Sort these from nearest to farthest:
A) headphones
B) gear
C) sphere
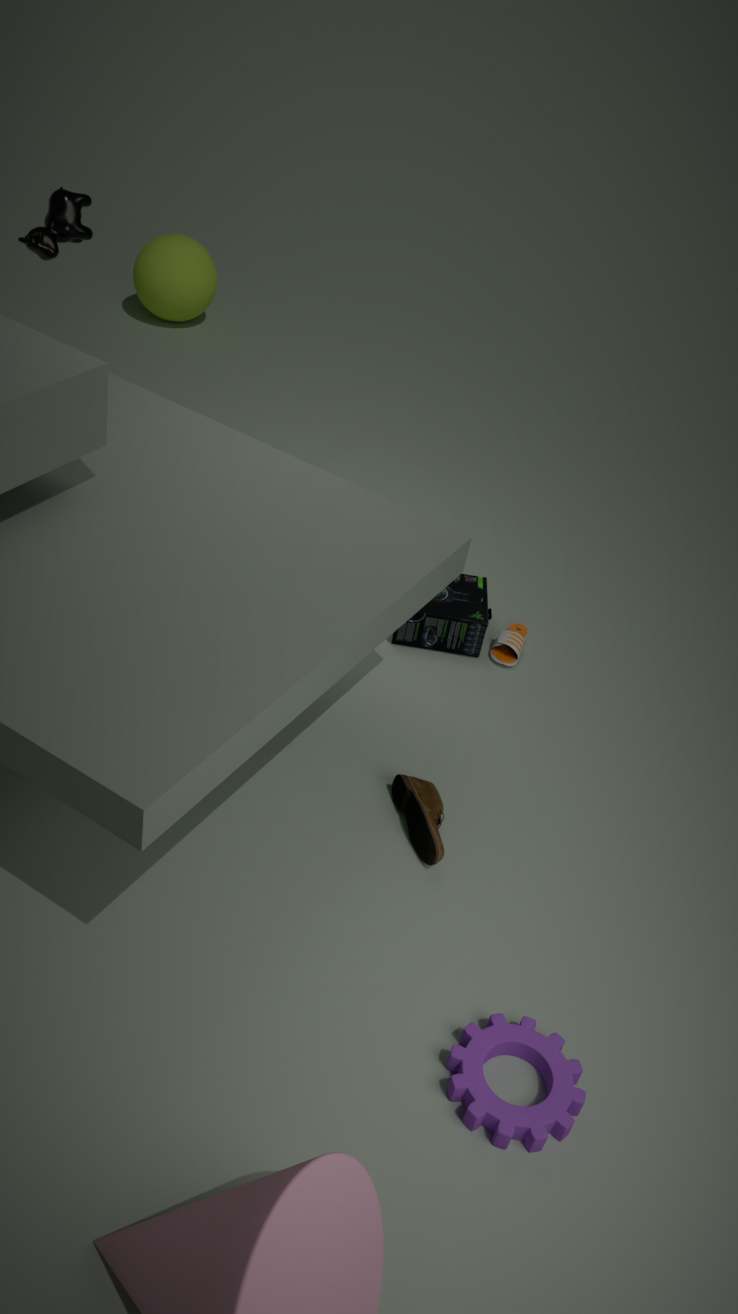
gear
headphones
sphere
